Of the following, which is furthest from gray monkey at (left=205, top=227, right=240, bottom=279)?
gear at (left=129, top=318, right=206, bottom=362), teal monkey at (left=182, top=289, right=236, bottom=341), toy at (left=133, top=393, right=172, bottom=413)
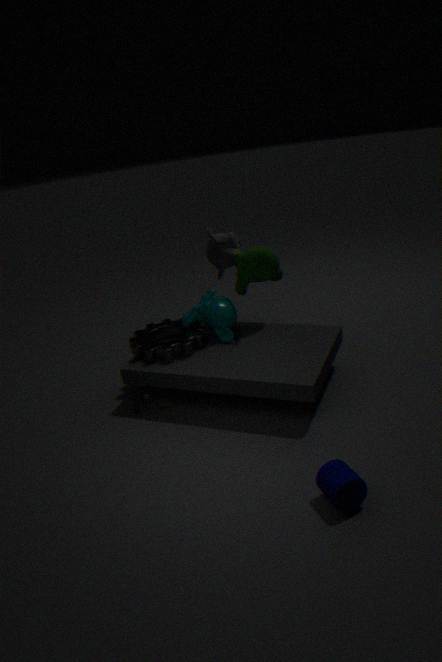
toy at (left=133, top=393, right=172, bottom=413)
